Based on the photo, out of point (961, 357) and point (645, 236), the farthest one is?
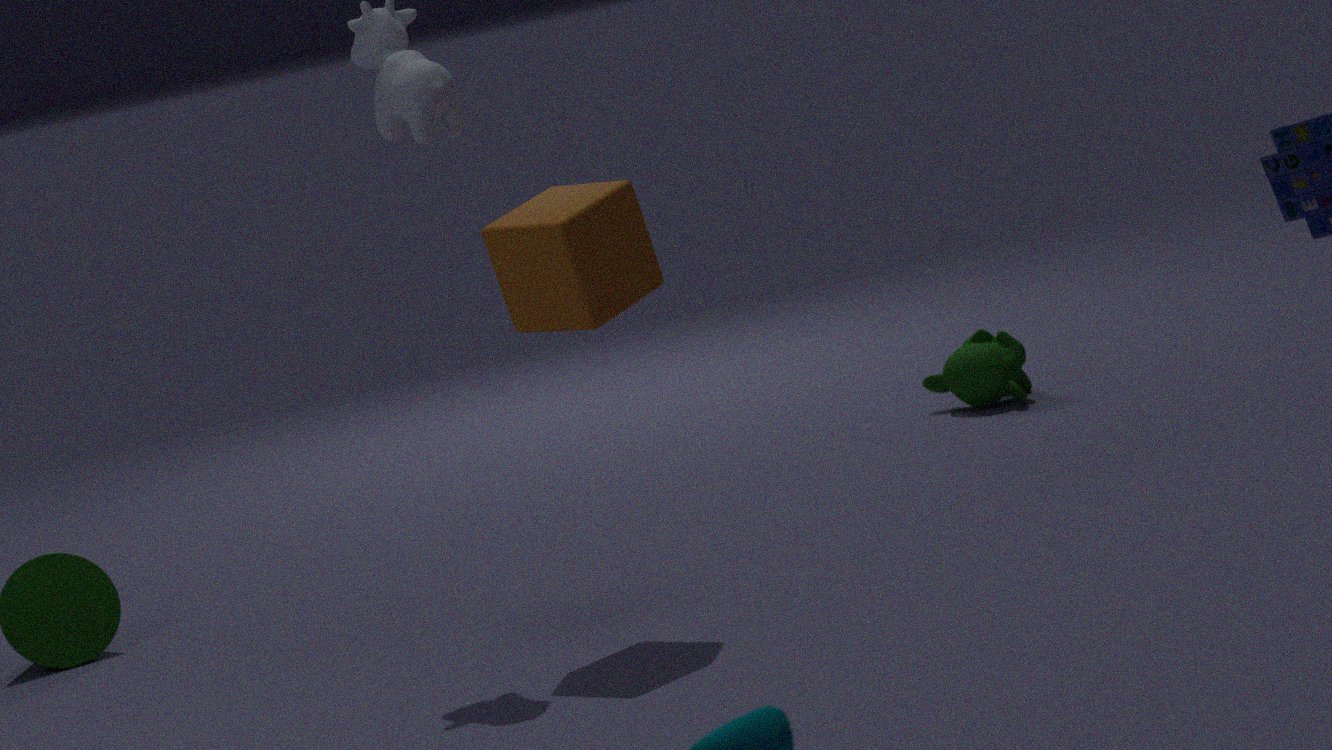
point (961, 357)
